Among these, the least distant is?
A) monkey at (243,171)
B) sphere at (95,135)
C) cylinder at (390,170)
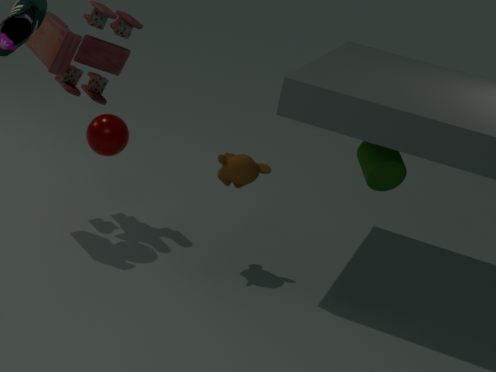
sphere at (95,135)
